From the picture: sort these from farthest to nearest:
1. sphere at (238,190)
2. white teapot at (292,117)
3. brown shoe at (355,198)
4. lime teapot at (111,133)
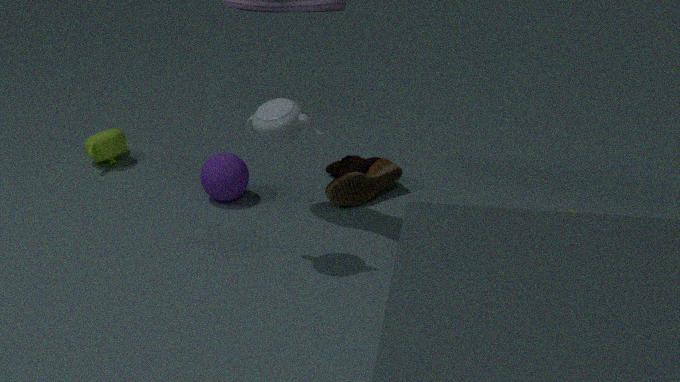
lime teapot at (111,133) < brown shoe at (355,198) < sphere at (238,190) < white teapot at (292,117)
